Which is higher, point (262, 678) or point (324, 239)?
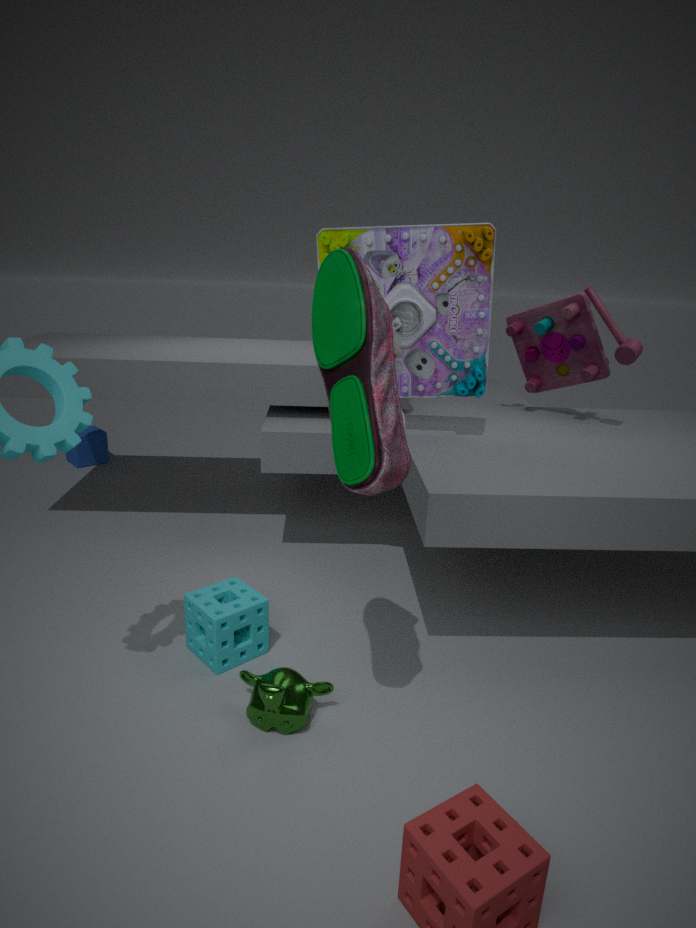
point (324, 239)
